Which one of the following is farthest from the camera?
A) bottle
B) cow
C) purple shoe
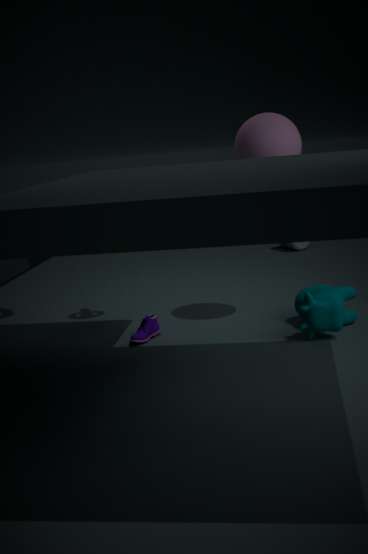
bottle
